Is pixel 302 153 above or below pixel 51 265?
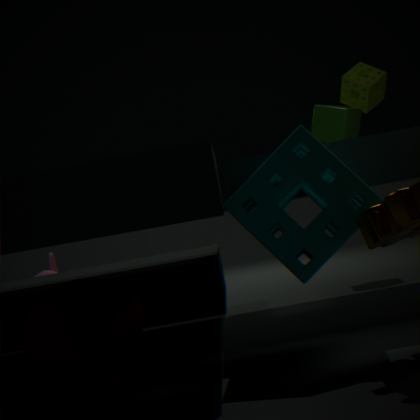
above
